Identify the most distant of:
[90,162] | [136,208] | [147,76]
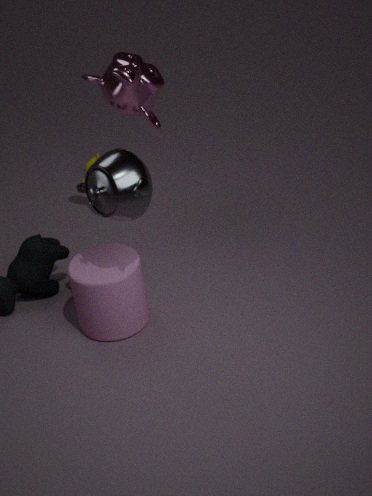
[90,162]
